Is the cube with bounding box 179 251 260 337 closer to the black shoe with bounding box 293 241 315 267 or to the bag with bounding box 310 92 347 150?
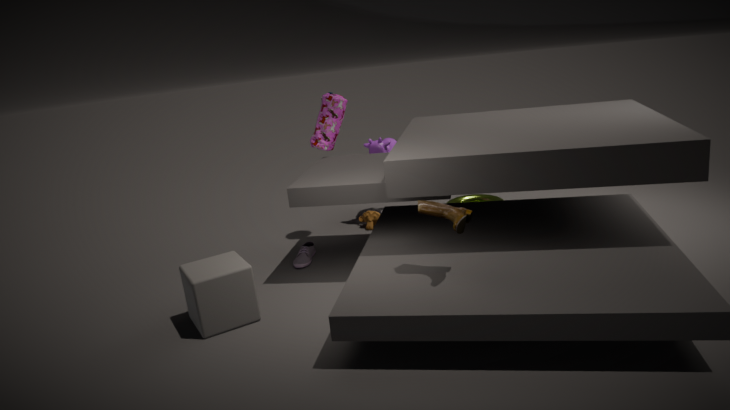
the black shoe with bounding box 293 241 315 267
